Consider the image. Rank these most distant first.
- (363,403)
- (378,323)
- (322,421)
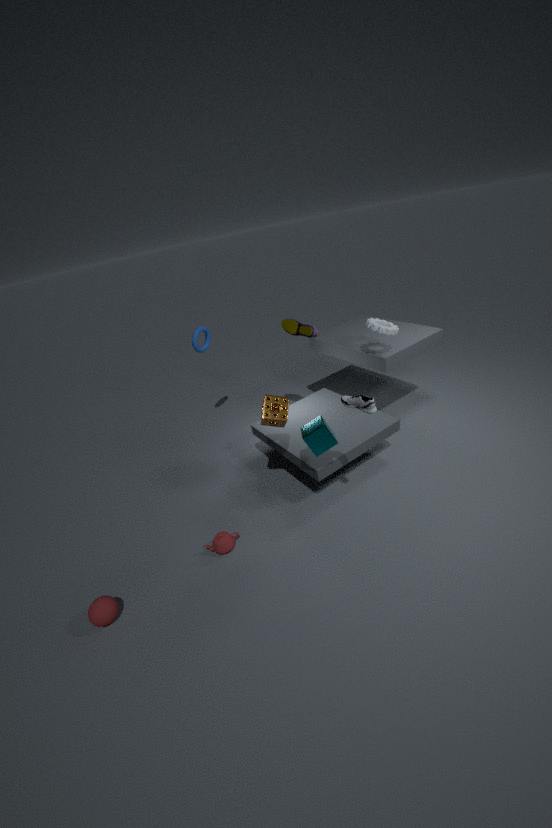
(378,323) → (322,421) → (363,403)
